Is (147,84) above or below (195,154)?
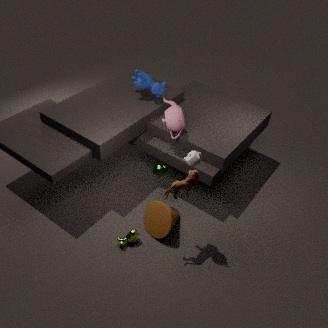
below
